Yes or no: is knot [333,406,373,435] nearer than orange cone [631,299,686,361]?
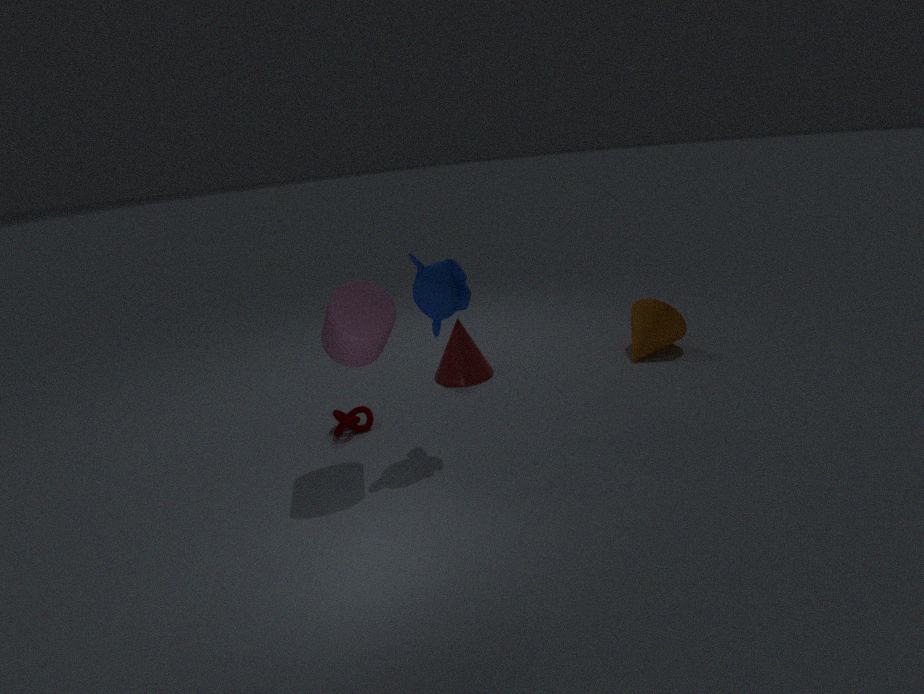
Yes
